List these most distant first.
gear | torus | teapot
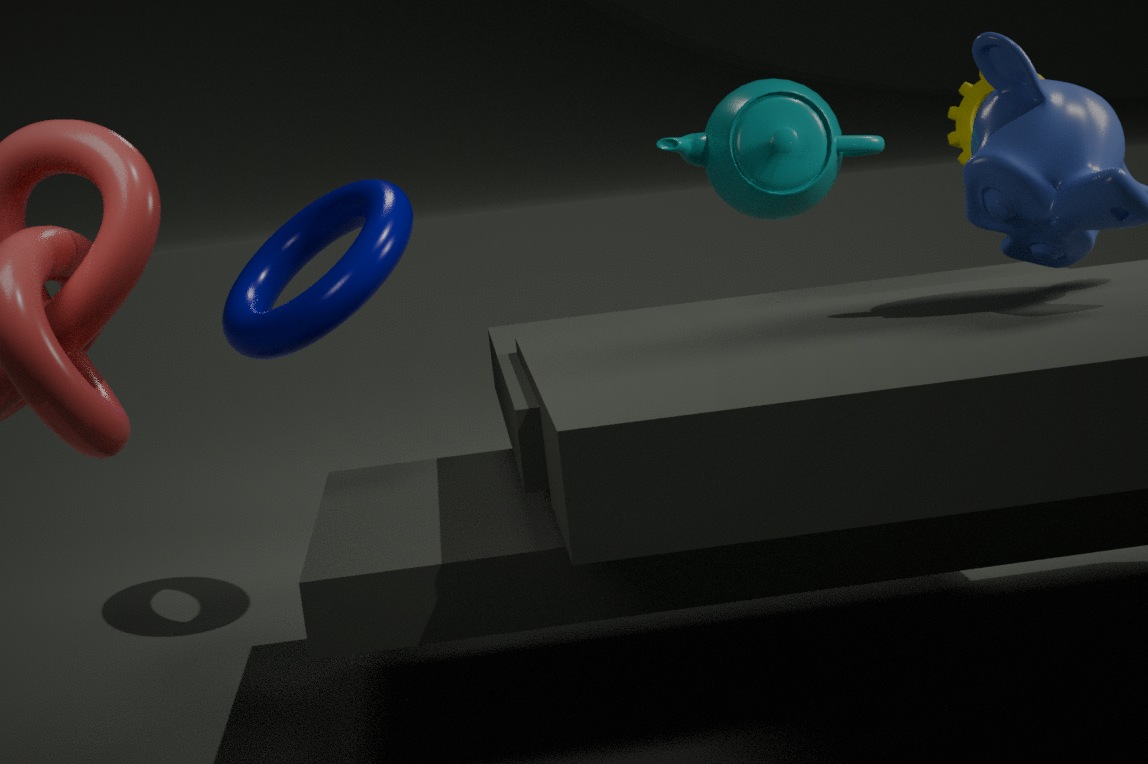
gear → teapot → torus
